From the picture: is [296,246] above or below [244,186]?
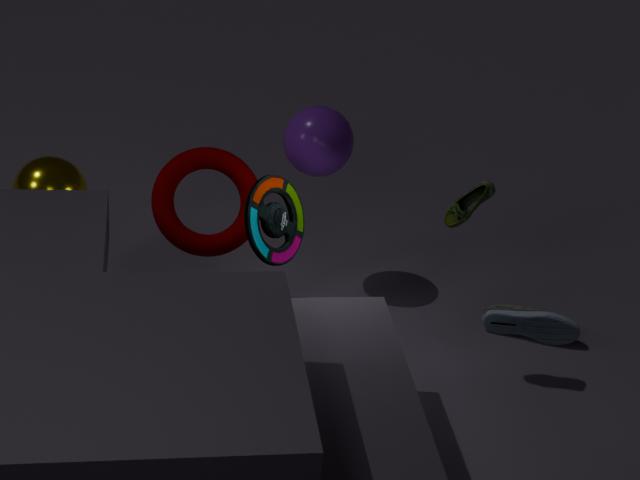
Answer: above
